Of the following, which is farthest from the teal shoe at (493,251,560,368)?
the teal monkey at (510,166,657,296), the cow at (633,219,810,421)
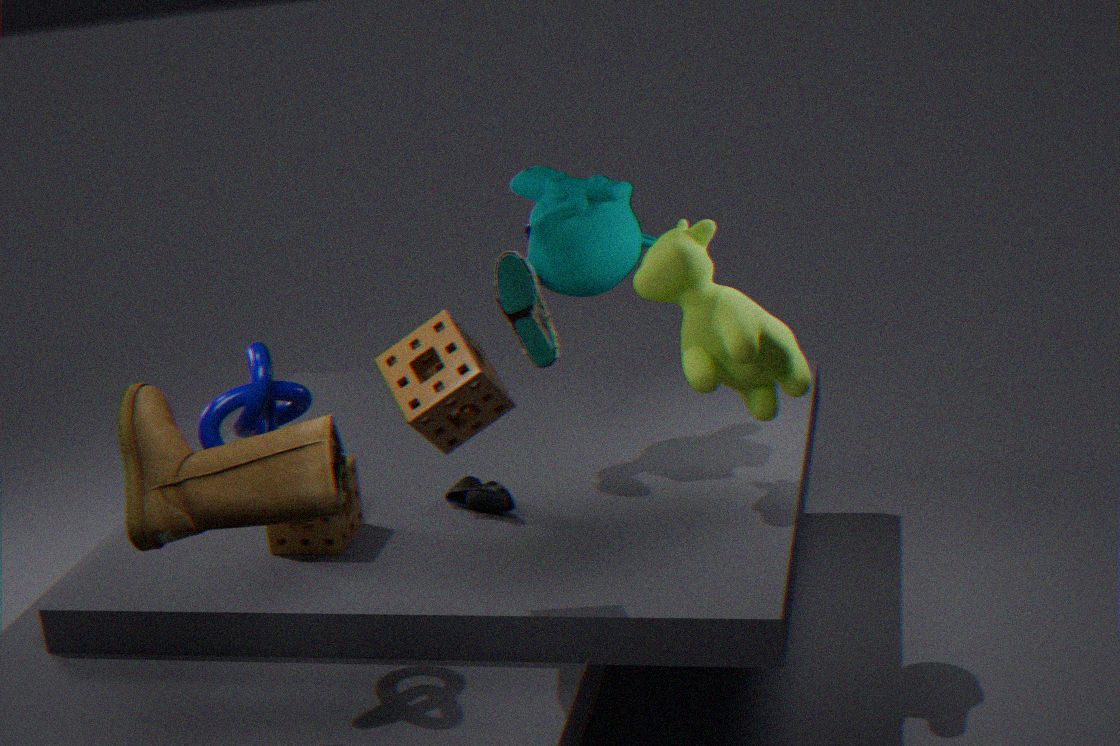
the cow at (633,219,810,421)
